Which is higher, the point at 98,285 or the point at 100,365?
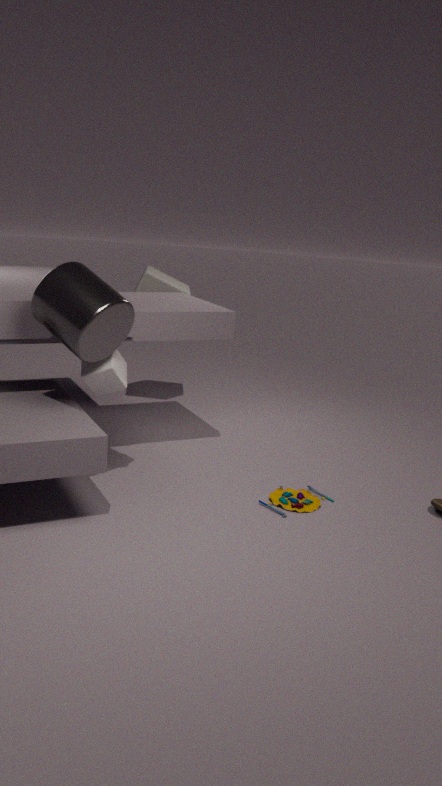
the point at 98,285
